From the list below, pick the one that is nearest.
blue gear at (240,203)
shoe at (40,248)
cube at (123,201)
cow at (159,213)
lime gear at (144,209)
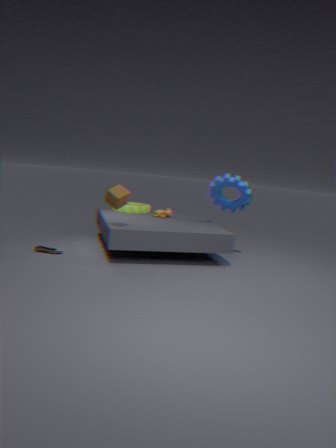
cube at (123,201)
